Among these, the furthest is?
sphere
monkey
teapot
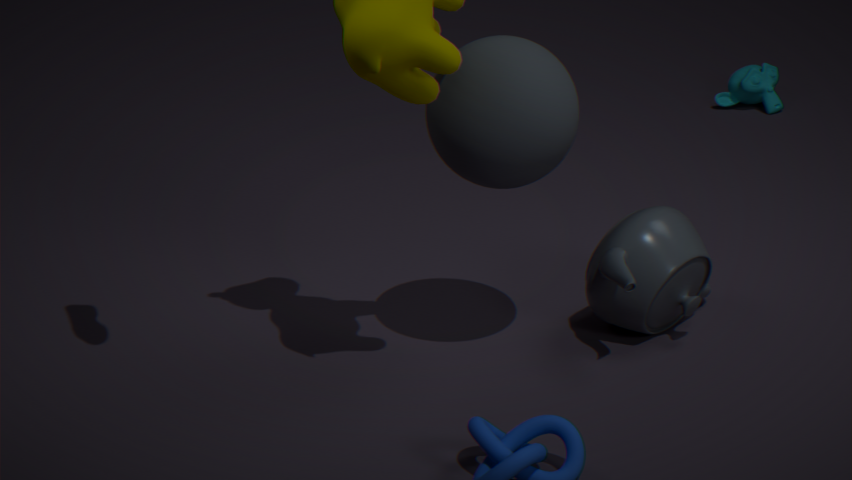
monkey
